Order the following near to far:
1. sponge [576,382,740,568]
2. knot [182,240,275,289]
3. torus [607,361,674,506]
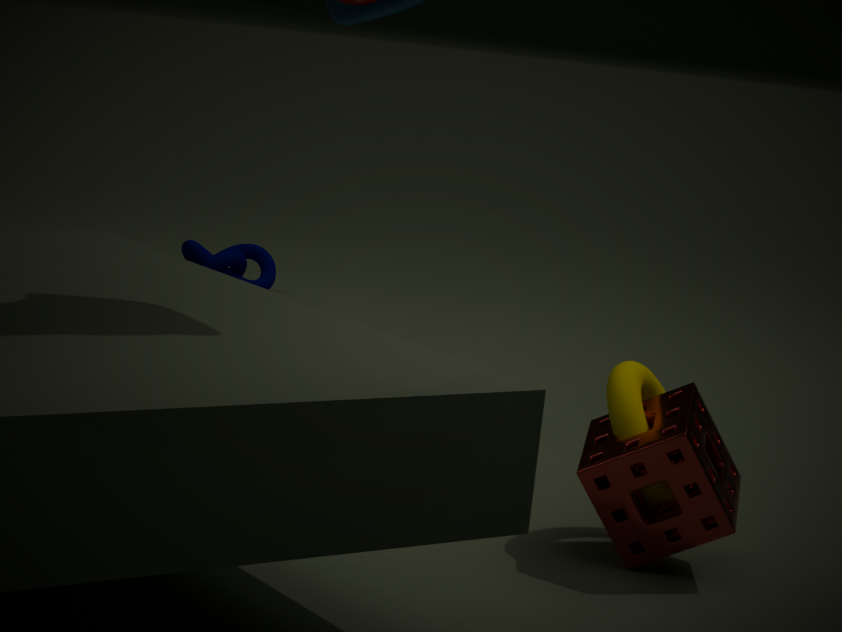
sponge [576,382,740,568], torus [607,361,674,506], knot [182,240,275,289]
